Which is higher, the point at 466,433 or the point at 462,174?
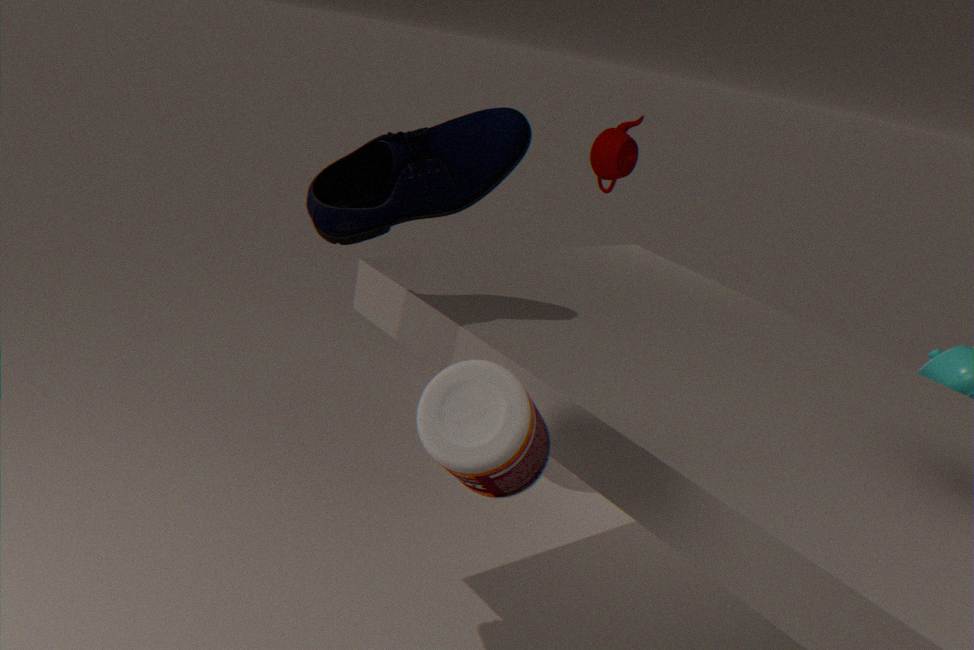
the point at 462,174
